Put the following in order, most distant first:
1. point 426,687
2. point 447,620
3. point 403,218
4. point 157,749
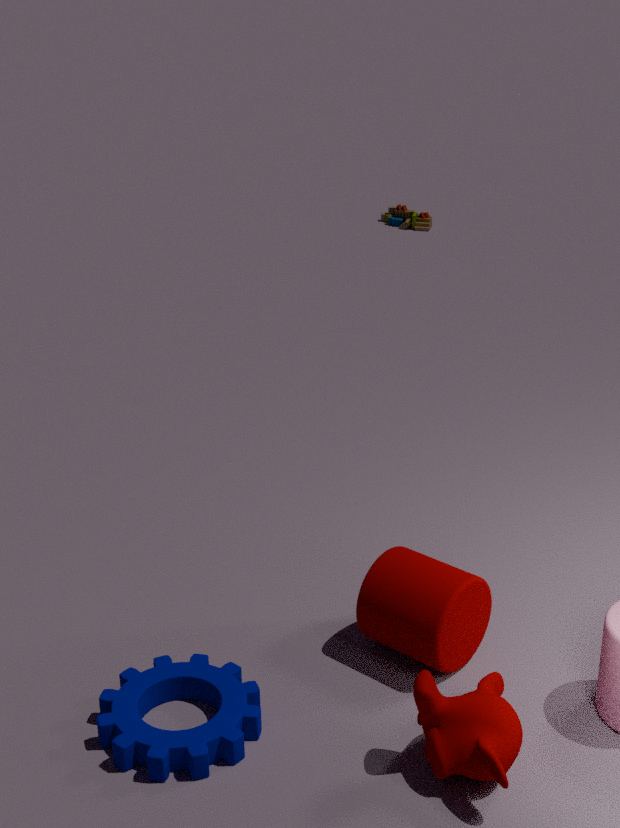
point 403,218 → point 447,620 → point 157,749 → point 426,687
